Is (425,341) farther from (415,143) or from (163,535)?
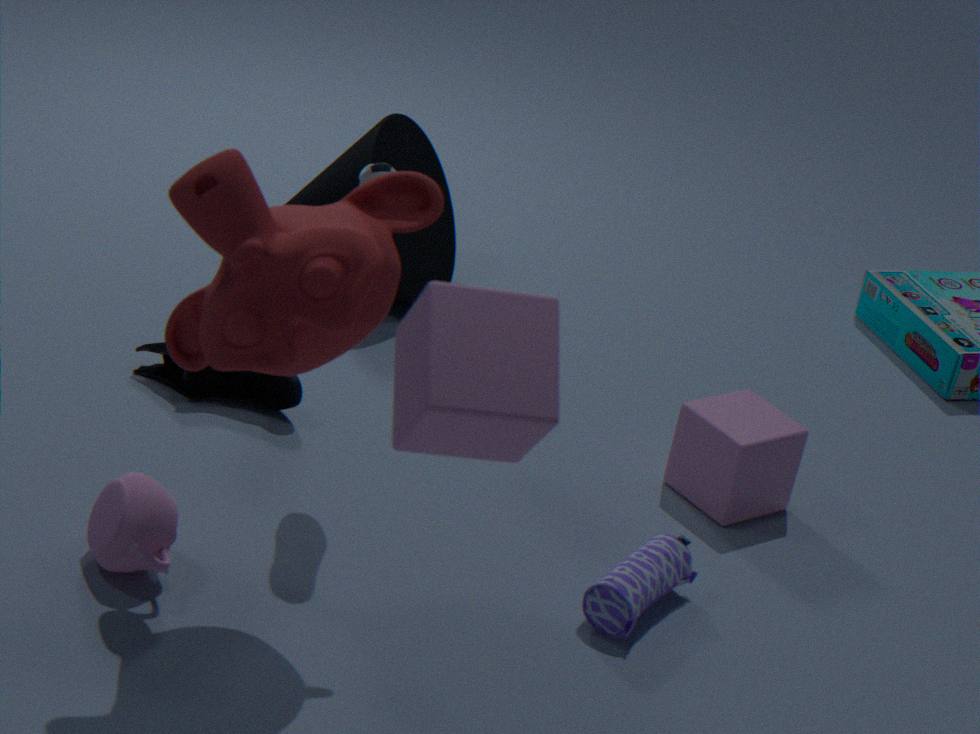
(415,143)
